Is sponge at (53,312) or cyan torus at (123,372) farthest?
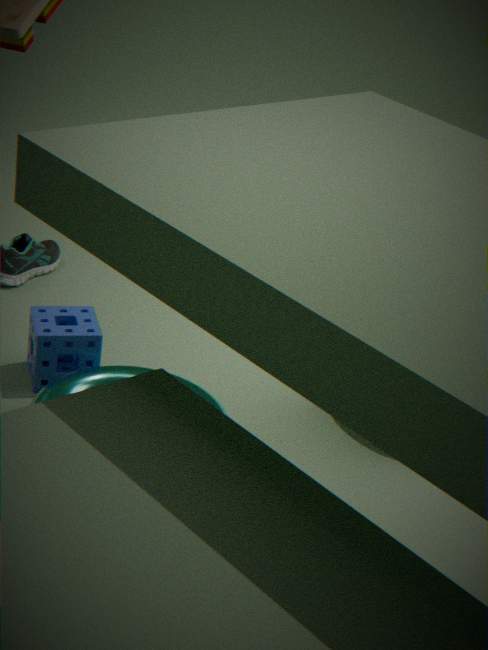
sponge at (53,312)
